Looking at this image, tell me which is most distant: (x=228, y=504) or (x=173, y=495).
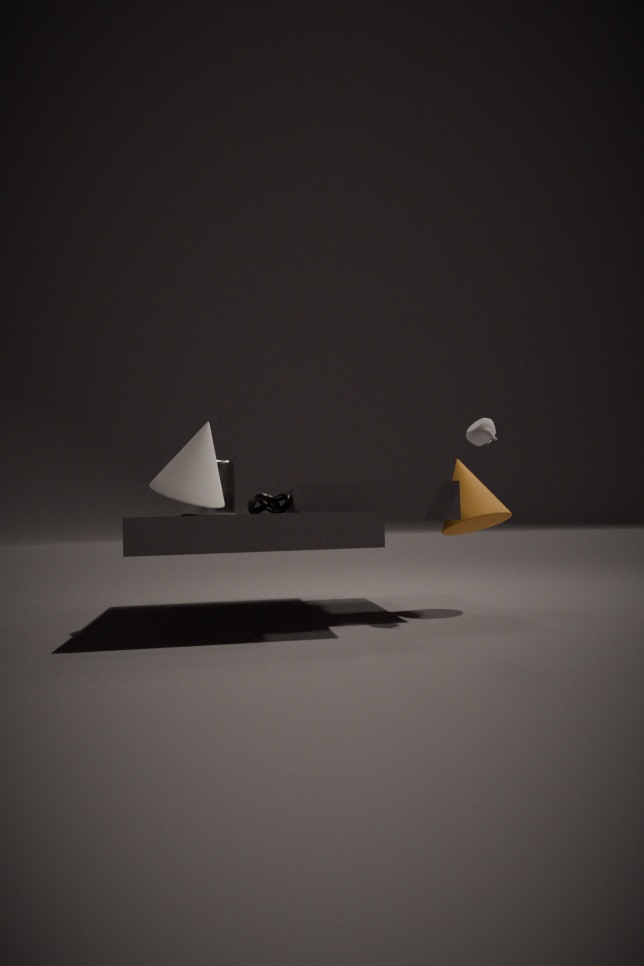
(x=228, y=504)
